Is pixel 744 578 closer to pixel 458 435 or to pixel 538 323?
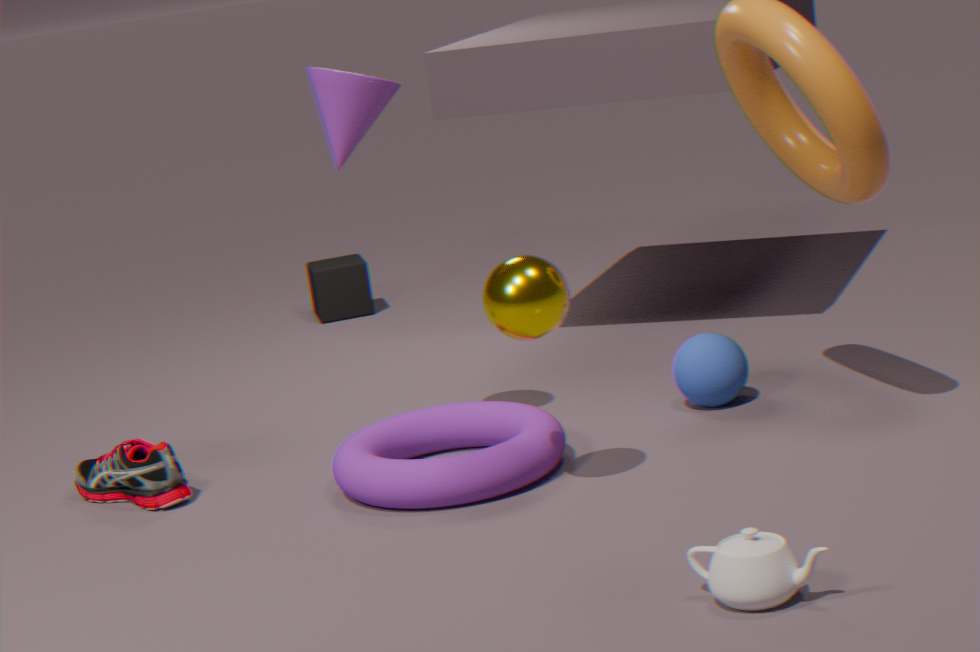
pixel 538 323
